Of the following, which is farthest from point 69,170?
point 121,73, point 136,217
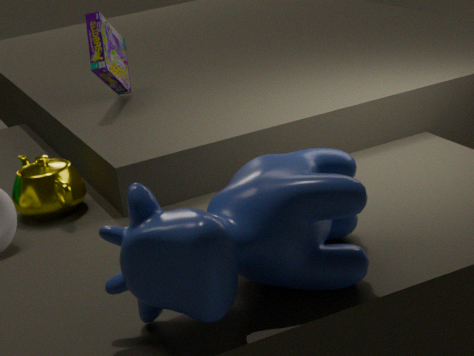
point 136,217
